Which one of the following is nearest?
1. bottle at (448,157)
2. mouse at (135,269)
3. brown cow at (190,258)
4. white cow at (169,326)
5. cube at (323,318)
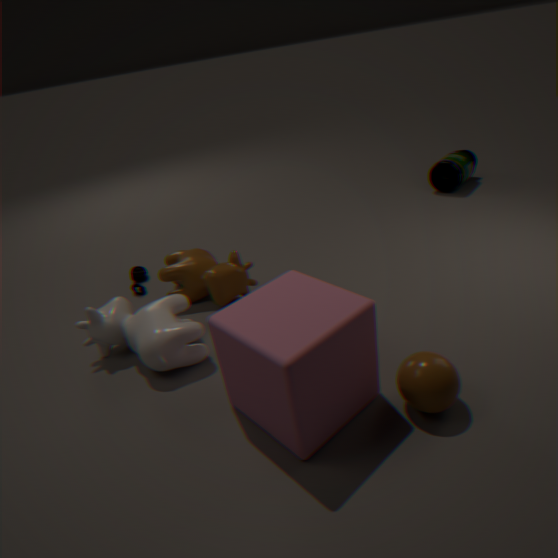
cube at (323,318)
